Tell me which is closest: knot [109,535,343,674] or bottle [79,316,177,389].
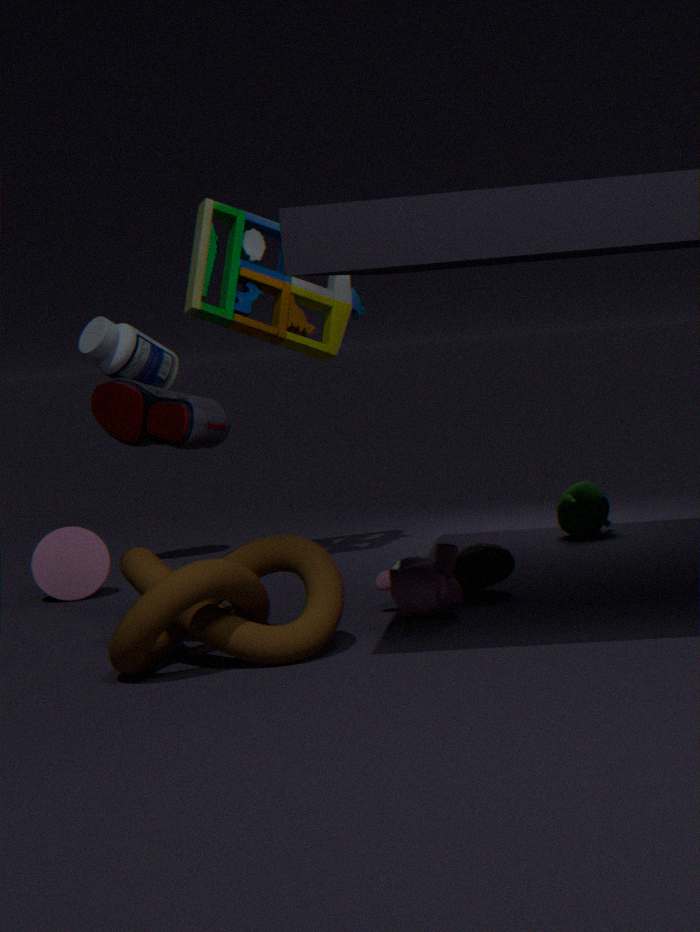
knot [109,535,343,674]
